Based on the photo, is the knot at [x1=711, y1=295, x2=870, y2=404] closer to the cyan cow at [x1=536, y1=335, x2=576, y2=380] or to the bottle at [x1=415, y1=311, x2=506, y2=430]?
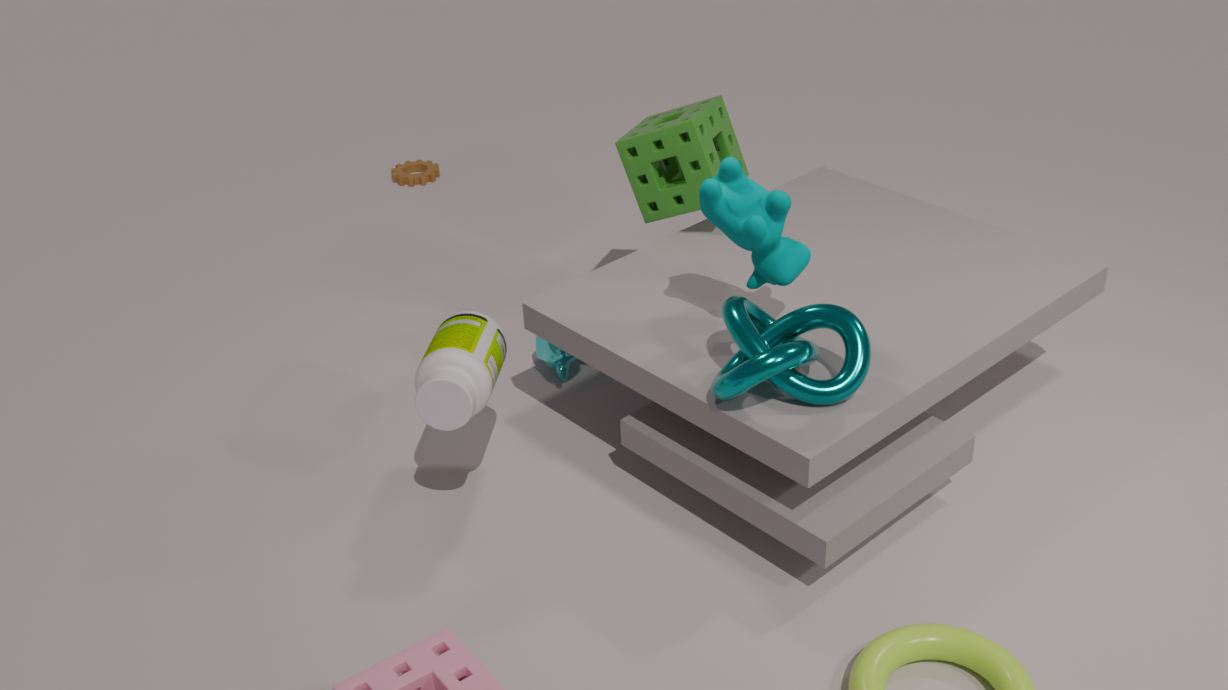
the bottle at [x1=415, y1=311, x2=506, y2=430]
